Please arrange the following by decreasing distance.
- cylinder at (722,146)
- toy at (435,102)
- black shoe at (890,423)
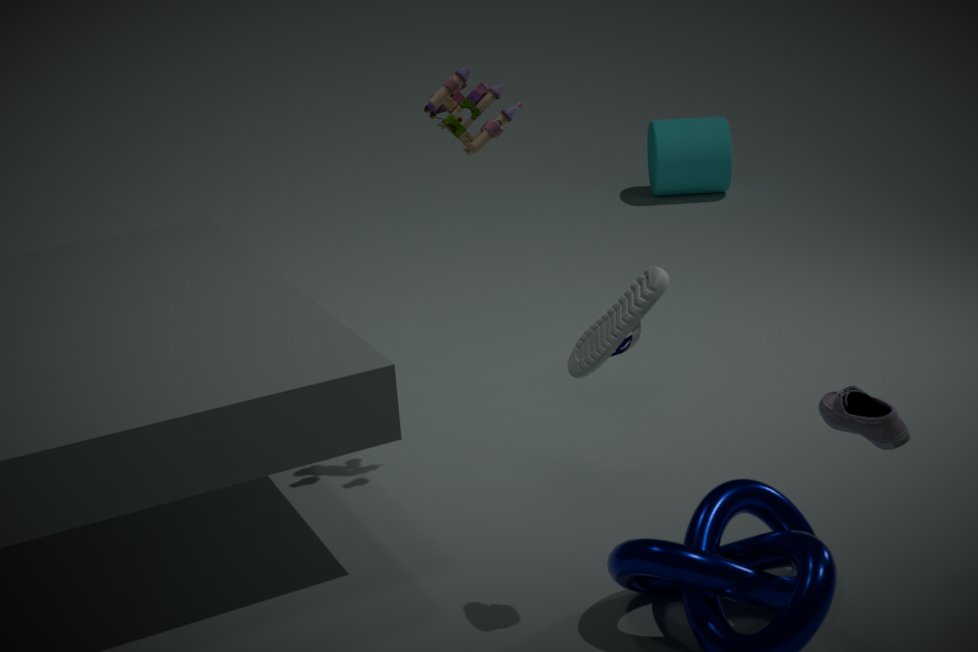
1. cylinder at (722,146)
2. toy at (435,102)
3. black shoe at (890,423)
